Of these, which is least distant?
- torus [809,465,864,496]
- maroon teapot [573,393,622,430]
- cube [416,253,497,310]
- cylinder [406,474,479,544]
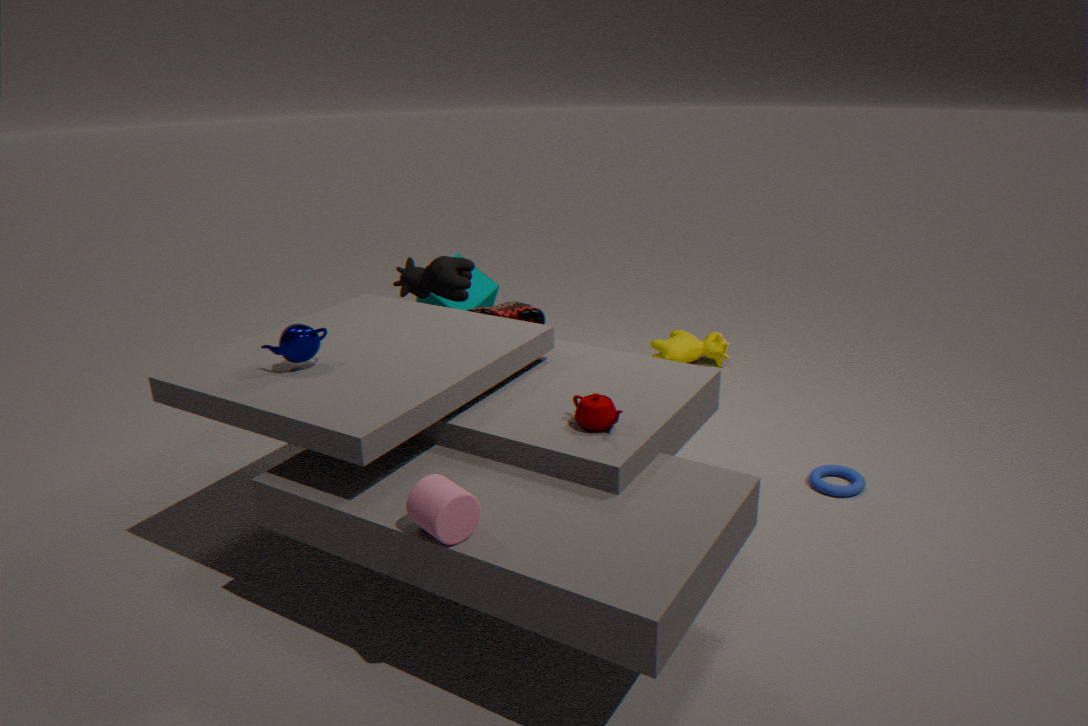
cylinder [406,474,479,544]
